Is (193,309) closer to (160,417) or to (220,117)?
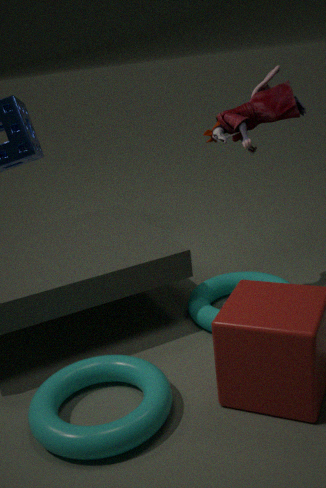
(220,117)
